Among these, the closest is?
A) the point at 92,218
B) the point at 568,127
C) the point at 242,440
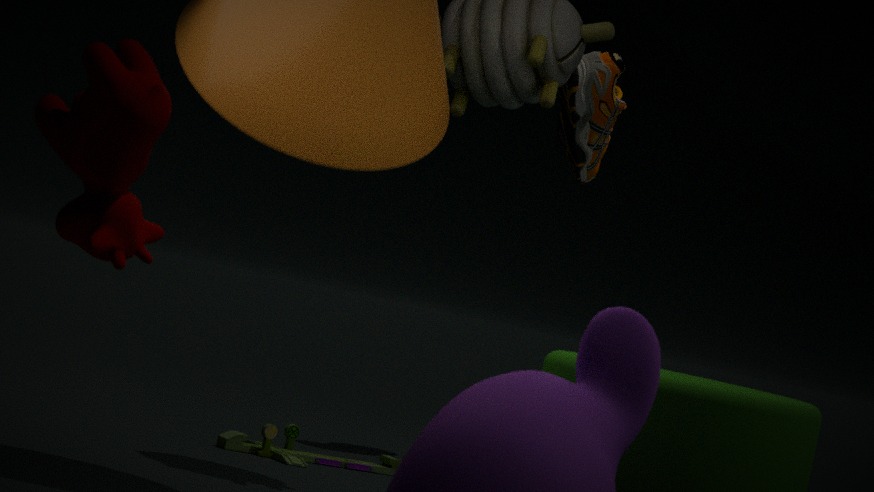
the point at 92,218
